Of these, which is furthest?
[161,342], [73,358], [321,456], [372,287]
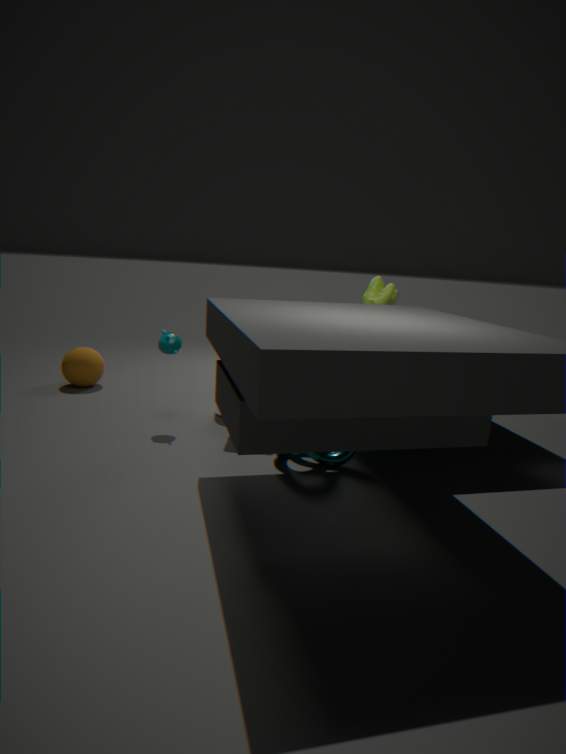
[73,358]
